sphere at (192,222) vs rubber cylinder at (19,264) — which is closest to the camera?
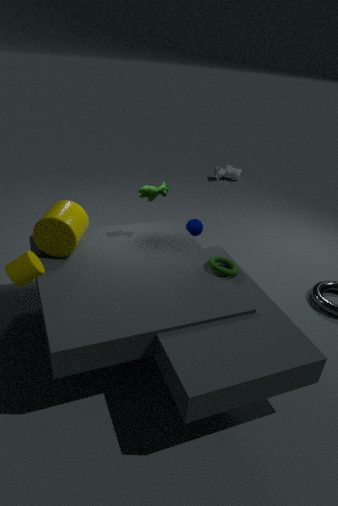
rubber cylinder at (19,264)
